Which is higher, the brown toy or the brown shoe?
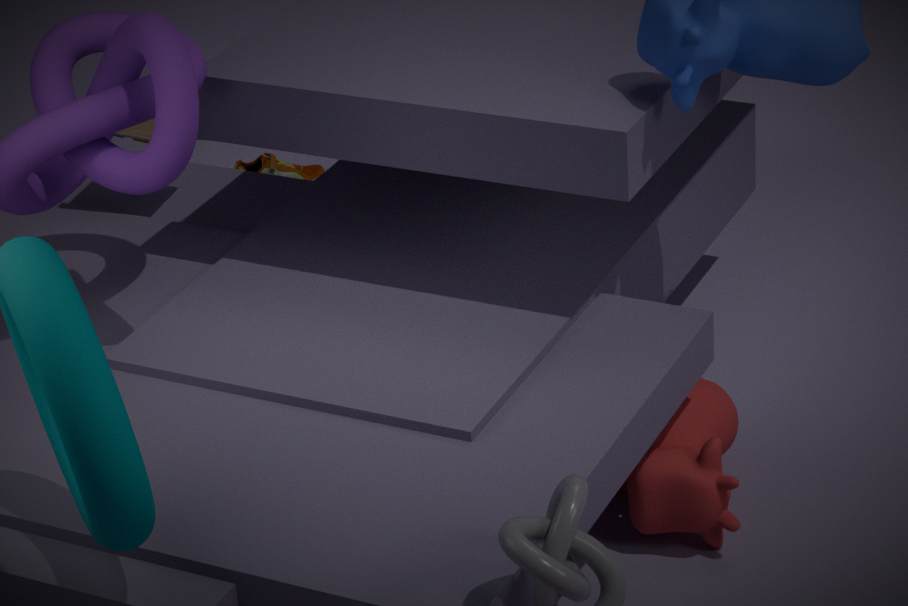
the brown toy
